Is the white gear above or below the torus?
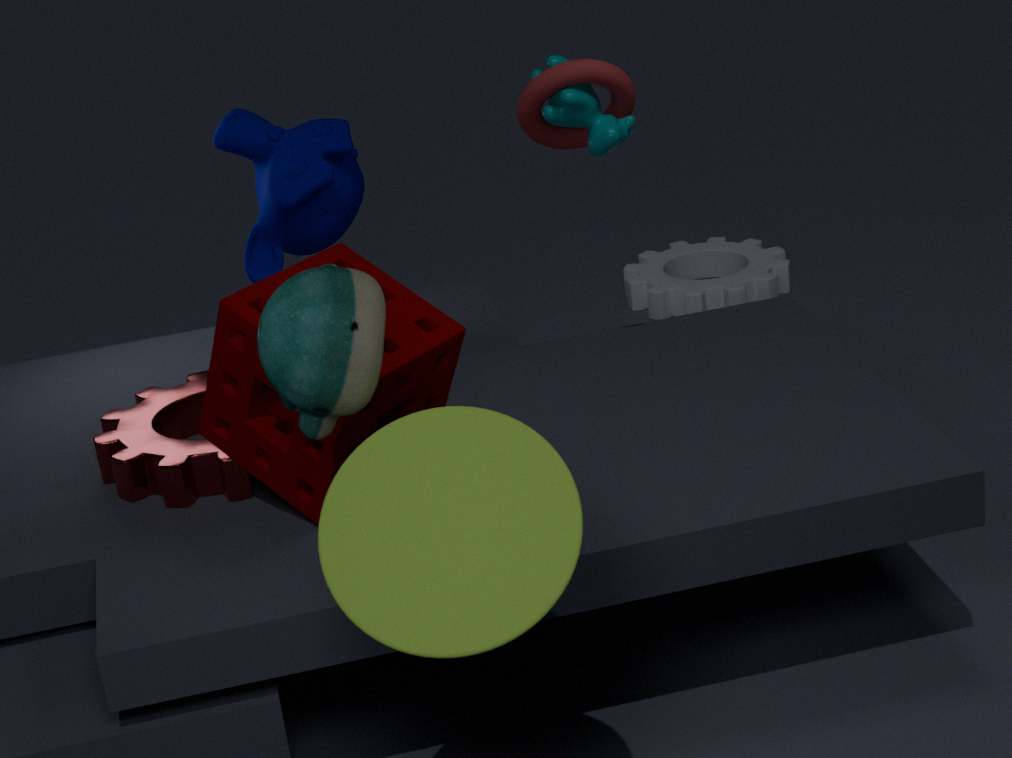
below
